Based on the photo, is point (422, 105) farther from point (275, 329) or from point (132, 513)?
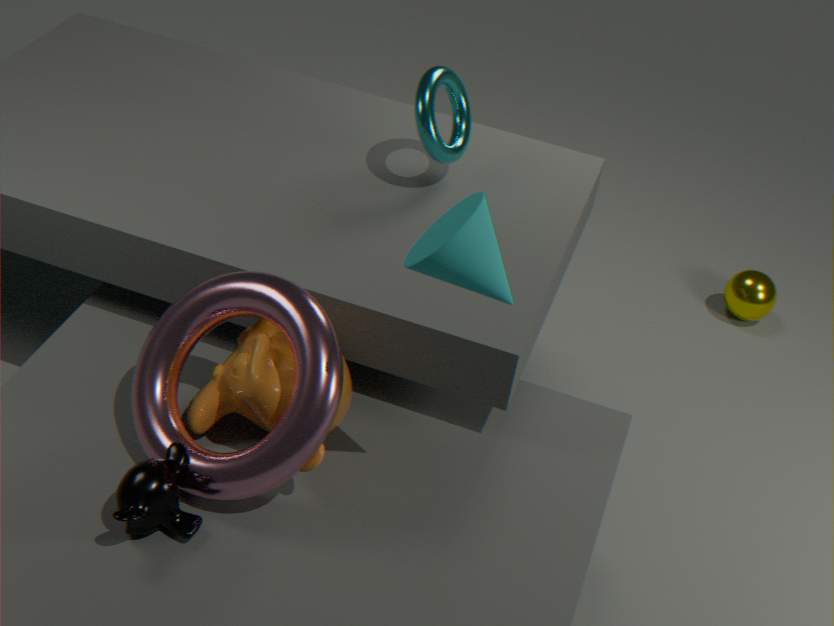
point (132, 513)
